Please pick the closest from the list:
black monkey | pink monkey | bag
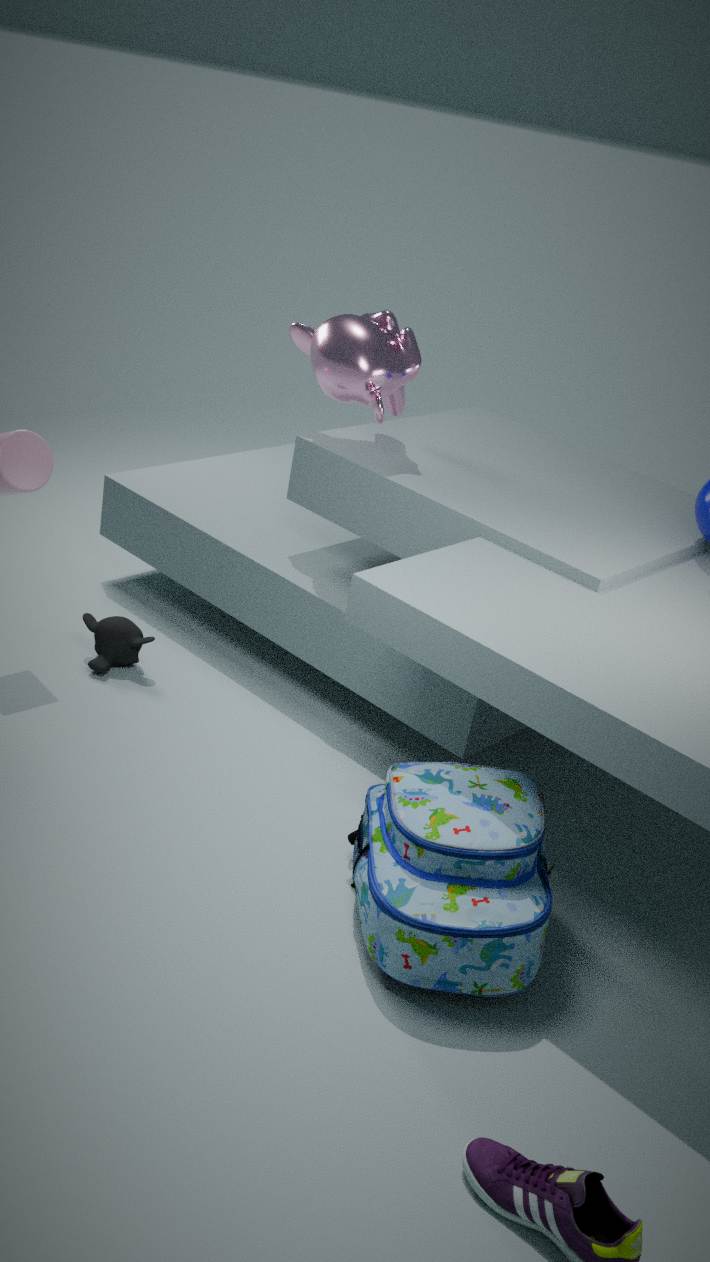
bag
